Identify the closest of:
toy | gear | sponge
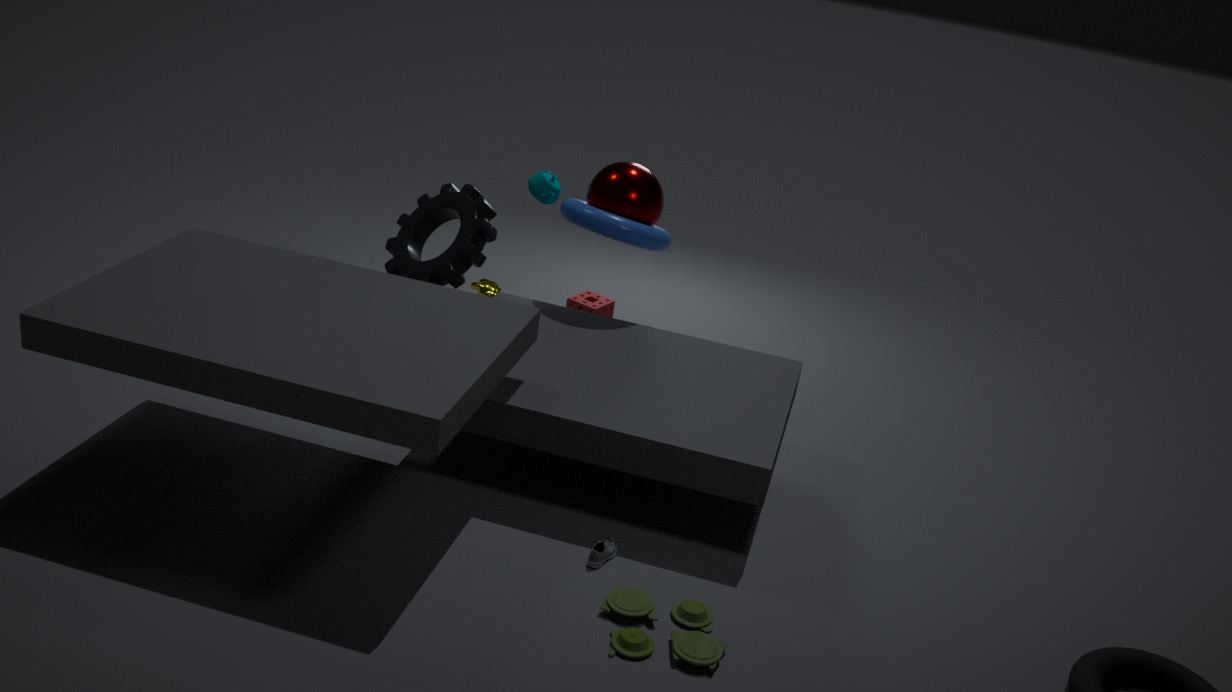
toy
